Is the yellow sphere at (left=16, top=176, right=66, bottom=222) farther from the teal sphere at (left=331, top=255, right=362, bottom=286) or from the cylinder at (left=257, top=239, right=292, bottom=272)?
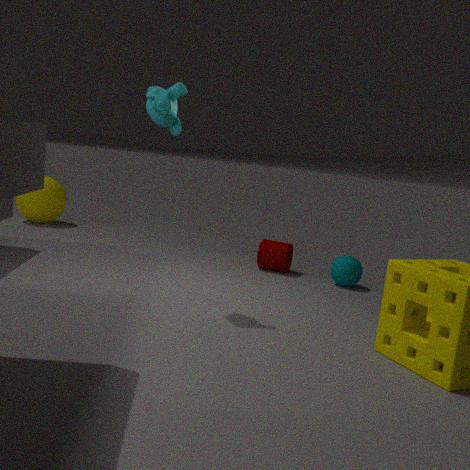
the teal sphere at (left=331, top=255, right=362, bottom=286)
